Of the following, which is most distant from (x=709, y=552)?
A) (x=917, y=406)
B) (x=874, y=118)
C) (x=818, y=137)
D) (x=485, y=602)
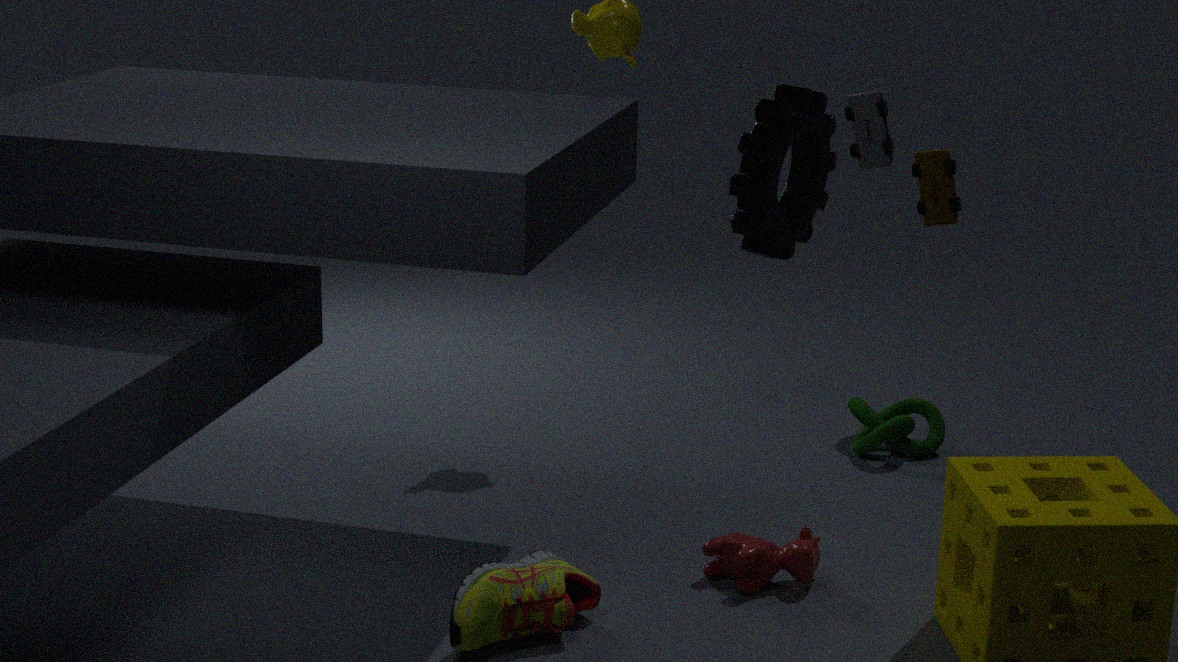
(x=818, y=137)
